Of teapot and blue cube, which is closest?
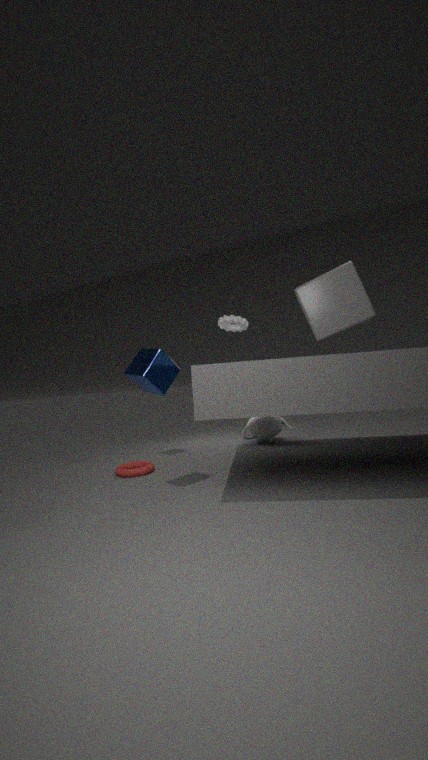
blue cube
